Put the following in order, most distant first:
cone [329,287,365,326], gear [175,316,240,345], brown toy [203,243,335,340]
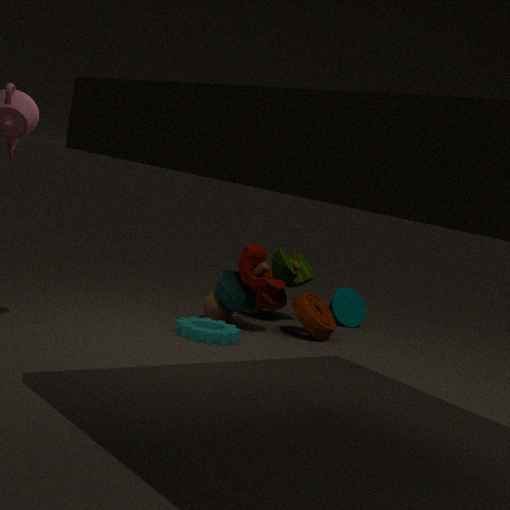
cone [329,287,365,326] → brown toy [203,243,335,340] → gear [175,316,240,345]
